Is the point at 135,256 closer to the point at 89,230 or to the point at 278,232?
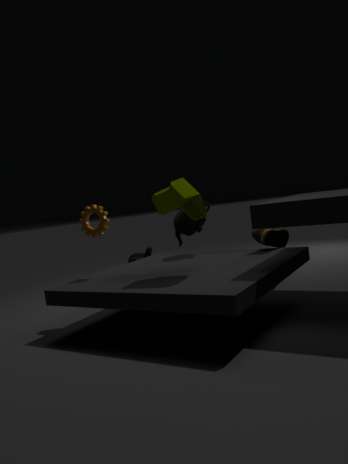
the point at 89,230
